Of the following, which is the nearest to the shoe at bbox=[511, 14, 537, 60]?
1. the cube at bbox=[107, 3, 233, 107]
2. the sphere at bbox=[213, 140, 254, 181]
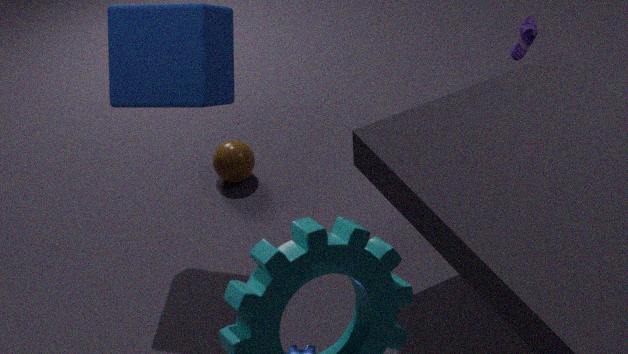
the sphere at bbox=[213, 140, 254, 181]
